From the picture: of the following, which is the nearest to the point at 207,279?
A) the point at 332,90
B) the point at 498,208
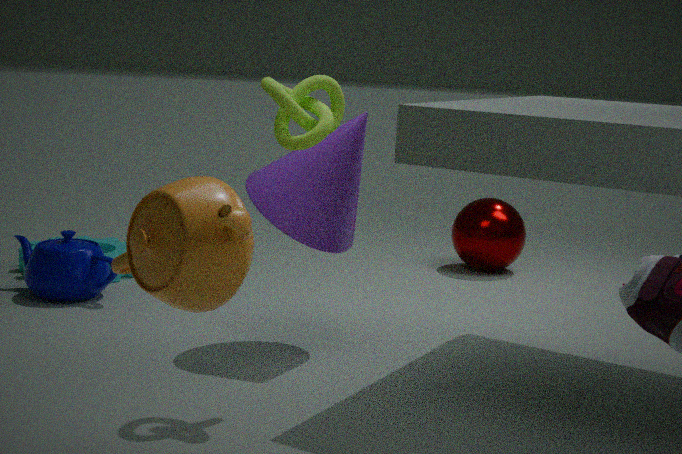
the point at 332,90
